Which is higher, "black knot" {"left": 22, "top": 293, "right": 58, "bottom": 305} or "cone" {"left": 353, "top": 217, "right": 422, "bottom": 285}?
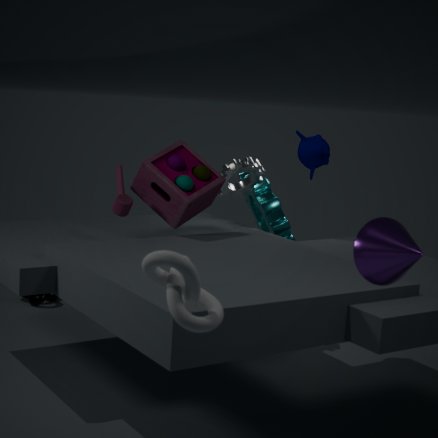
"cone" {"left": 353, "top": 217, "right": 422, "bottom": 285}
